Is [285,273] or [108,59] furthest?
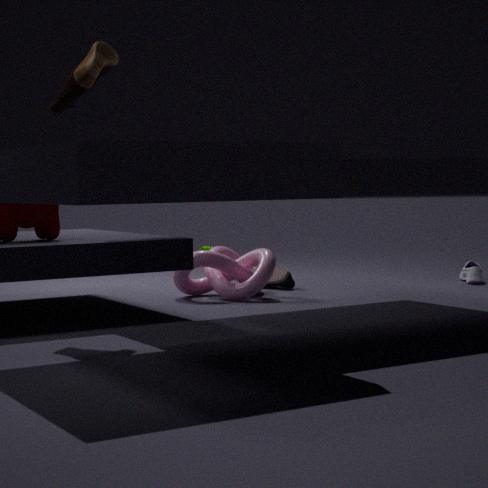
[285,273]
